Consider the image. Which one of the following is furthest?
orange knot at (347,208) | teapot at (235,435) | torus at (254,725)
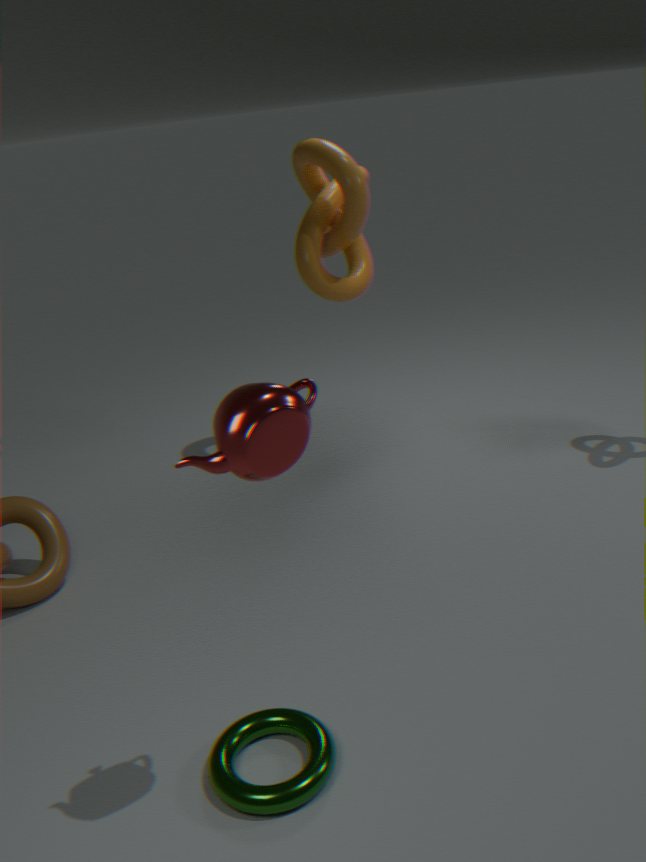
orange knot at (347,208)
